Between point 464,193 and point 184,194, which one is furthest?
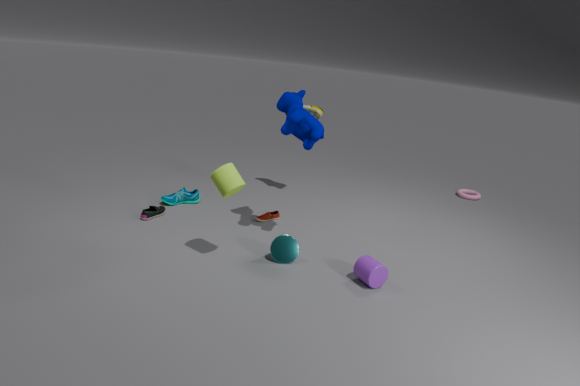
point 464,193
